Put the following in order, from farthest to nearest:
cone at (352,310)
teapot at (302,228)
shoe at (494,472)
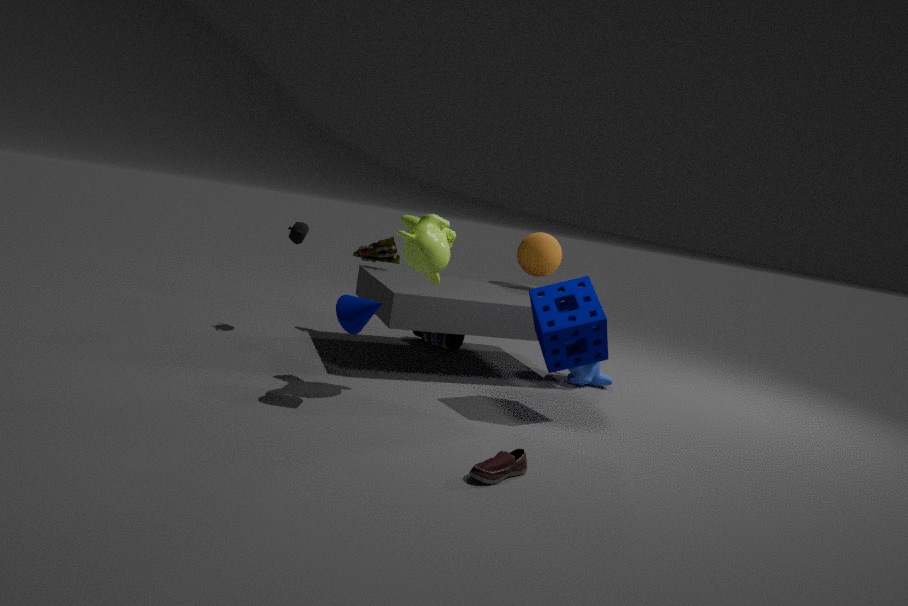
teapot at (302,228)
cone at (352,310)
shoe at (494,472)
